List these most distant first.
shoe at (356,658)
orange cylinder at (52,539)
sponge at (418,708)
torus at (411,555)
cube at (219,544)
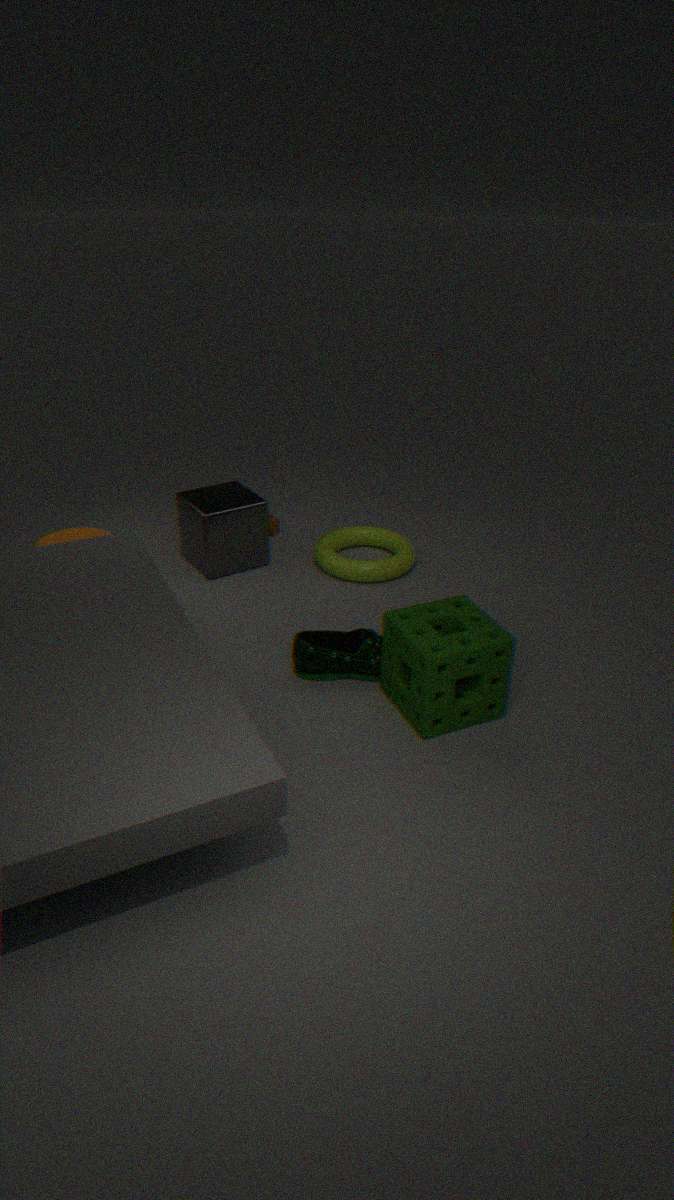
torus at (411,555) → cube at (219,544) → orange cylinder at (52,539) → shoe at (356,658) → sponge at (418,708)
